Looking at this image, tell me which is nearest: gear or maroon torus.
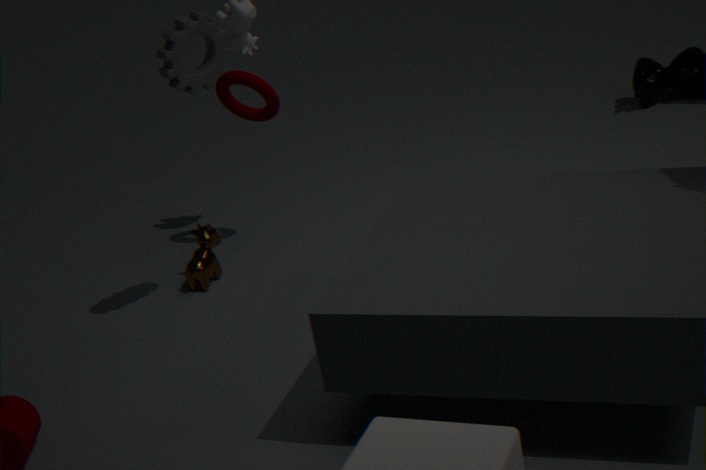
gear
